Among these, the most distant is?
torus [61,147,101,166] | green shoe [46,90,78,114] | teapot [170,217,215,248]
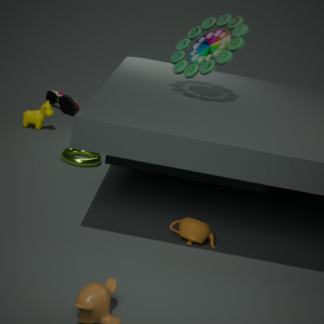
green shoe [46,90,78,114]
